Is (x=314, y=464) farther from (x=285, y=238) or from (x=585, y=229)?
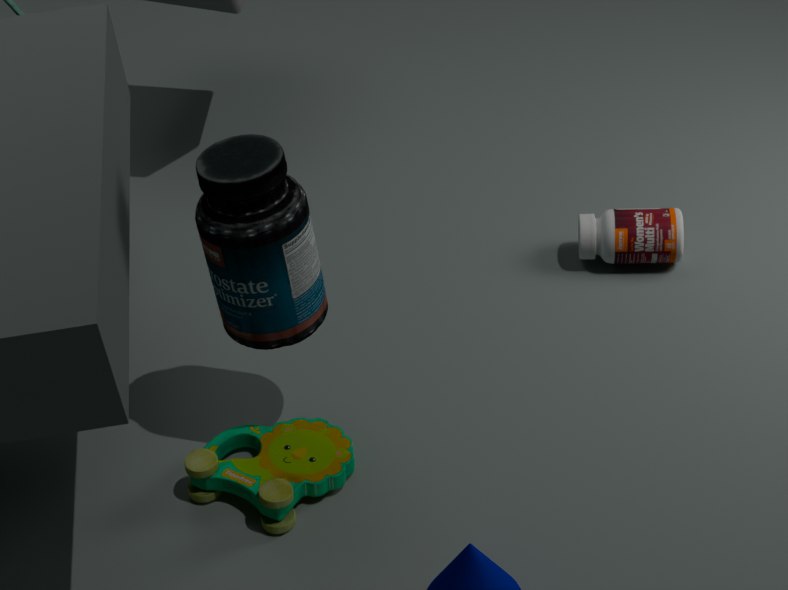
(x=585, y=229)
